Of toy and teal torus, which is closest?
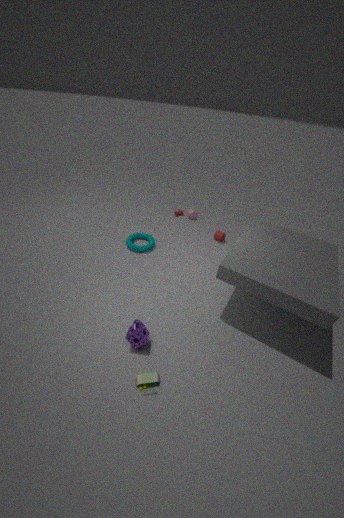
toy
